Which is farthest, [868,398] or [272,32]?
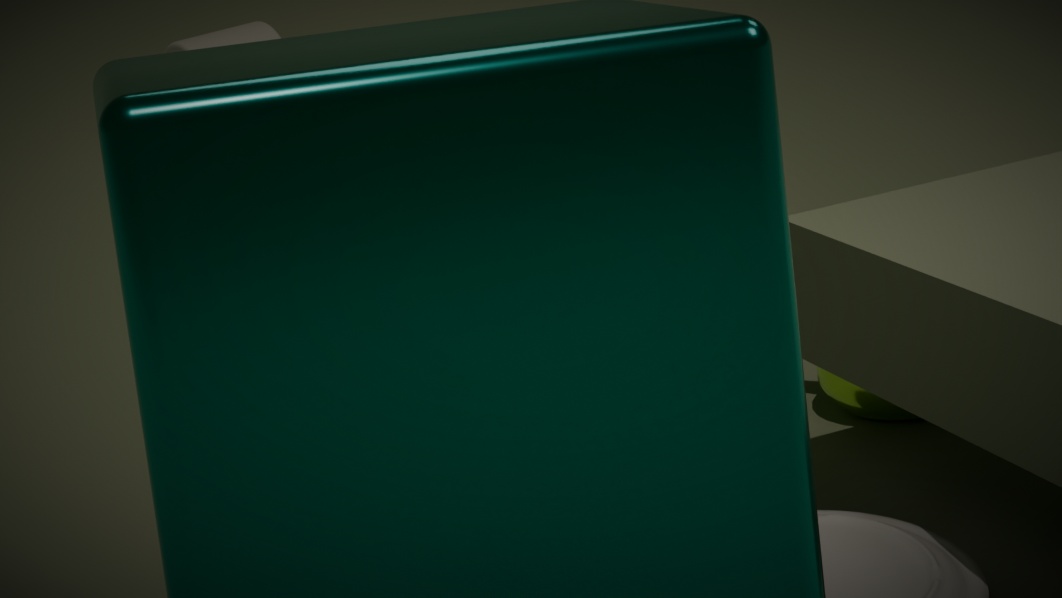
[272,32]
